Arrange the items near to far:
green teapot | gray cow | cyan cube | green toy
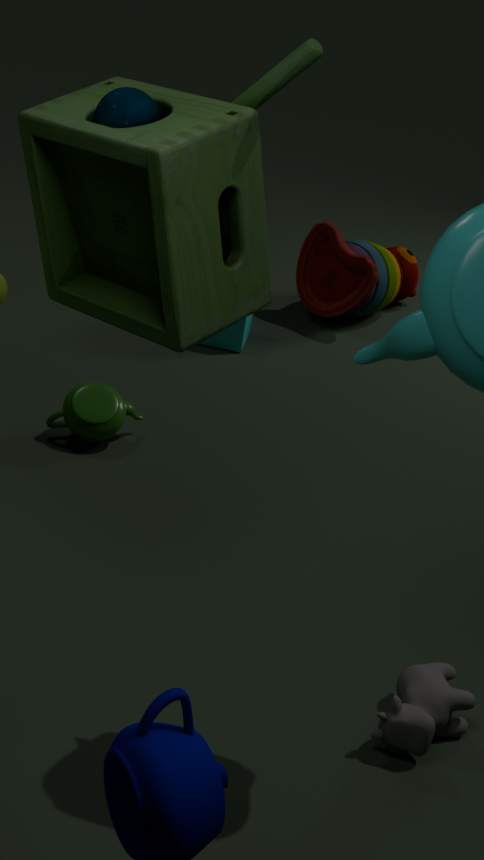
1. green toy
2. gray cow
3. green teapot
4. cyan cube
